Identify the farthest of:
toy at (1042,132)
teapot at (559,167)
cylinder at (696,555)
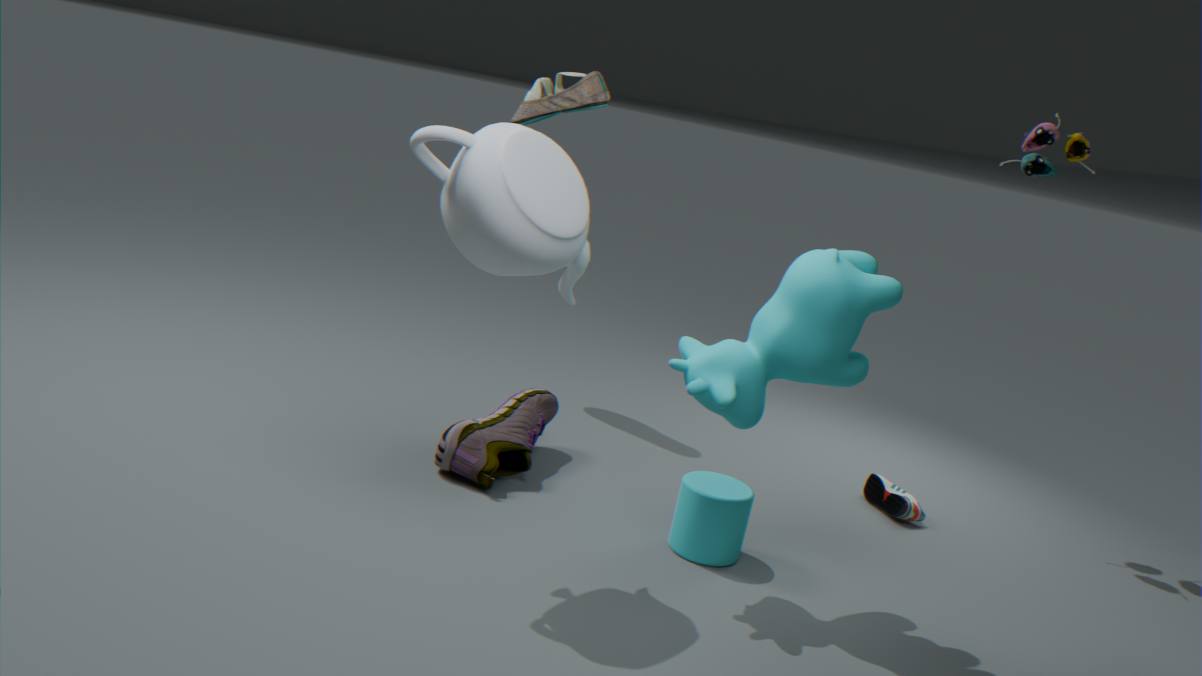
toy at (1042,132)
